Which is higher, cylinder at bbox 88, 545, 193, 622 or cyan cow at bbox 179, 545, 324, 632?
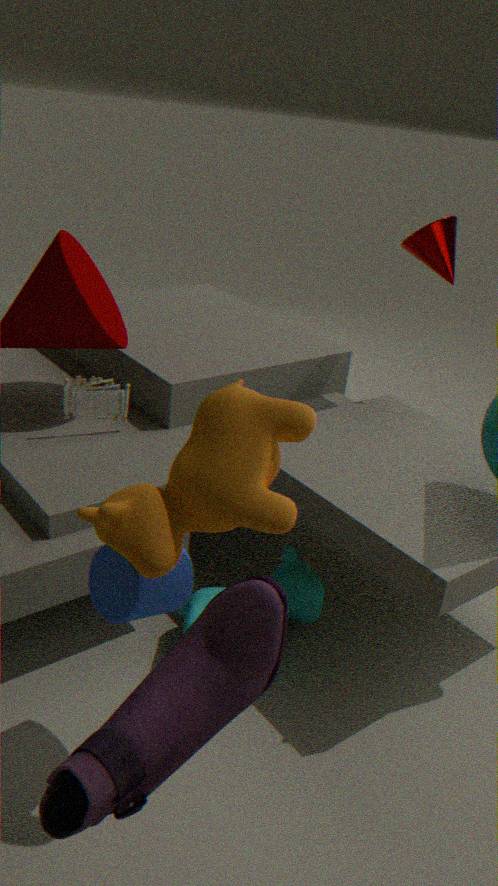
cylinder at bbox 88, 545, 193, 622
